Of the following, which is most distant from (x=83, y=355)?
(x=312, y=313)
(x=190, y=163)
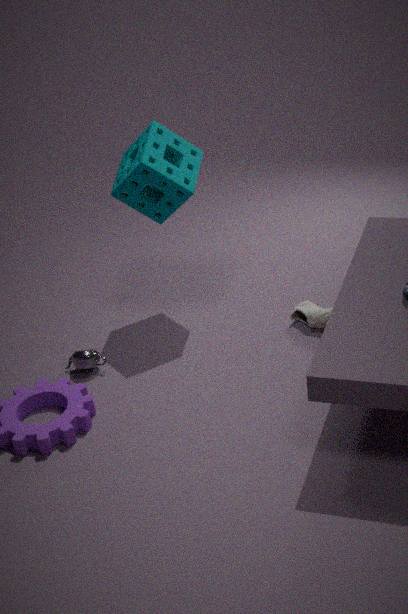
(x=312, y=313)
